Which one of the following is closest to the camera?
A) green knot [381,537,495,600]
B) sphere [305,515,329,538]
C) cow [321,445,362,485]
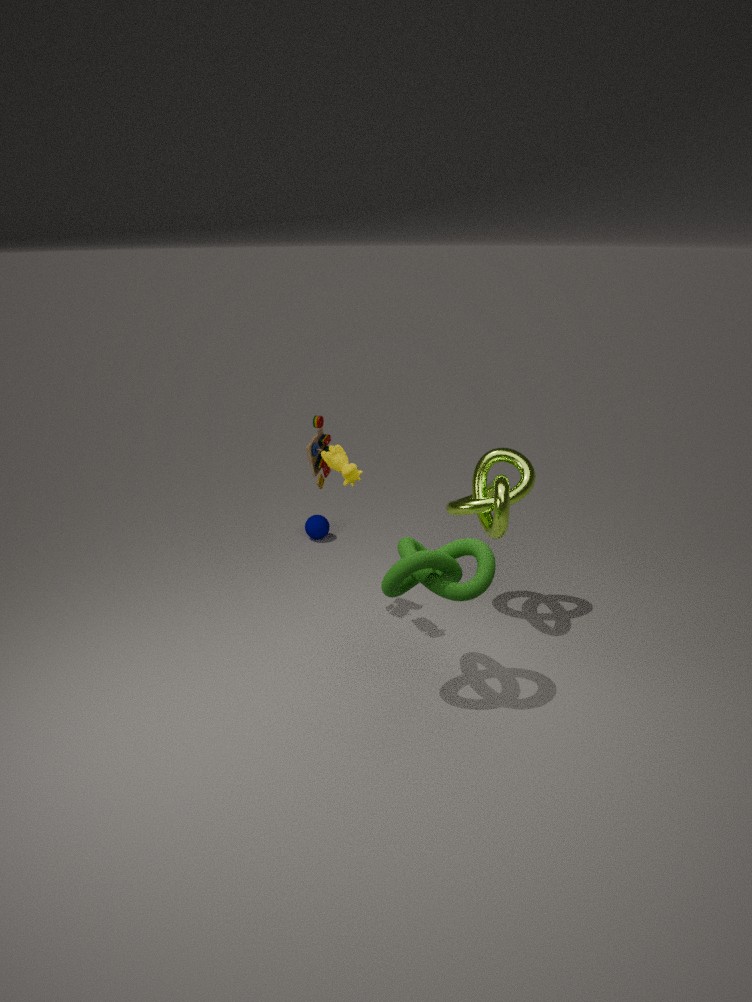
green knot [381,537,495,600]
